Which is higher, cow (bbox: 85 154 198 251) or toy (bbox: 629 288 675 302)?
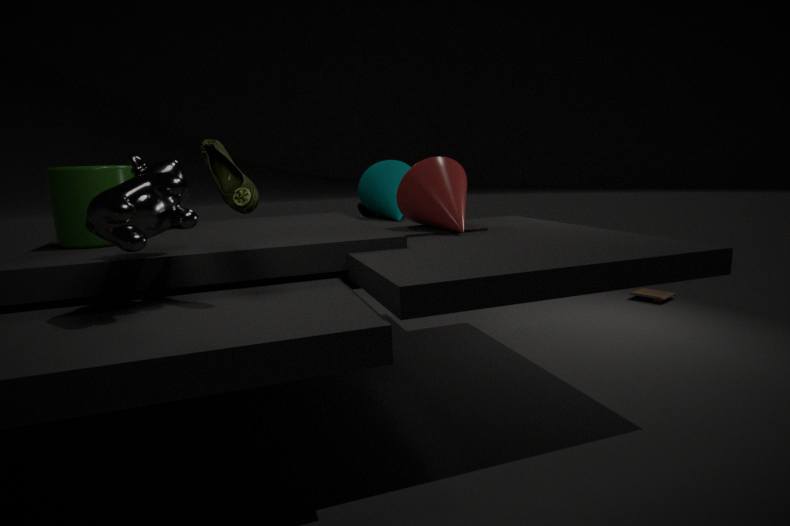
cow (bbox: 85 154 198 251)
